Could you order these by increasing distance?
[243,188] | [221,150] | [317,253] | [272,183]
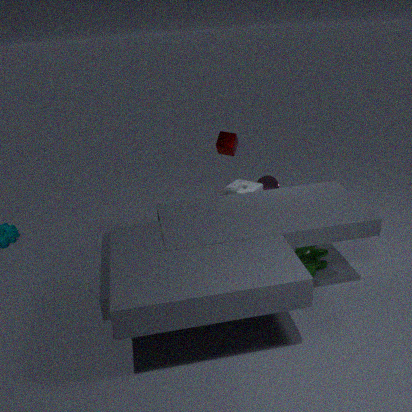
1. [317,253]
2. [221,150]
3. [243,188]
4. [272,183]
